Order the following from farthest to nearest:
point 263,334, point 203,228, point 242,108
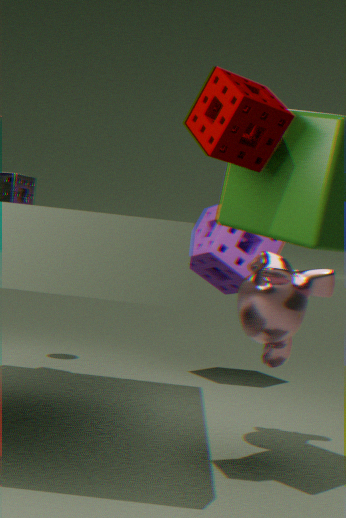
point 203,228
point 263,334
point 242,108
